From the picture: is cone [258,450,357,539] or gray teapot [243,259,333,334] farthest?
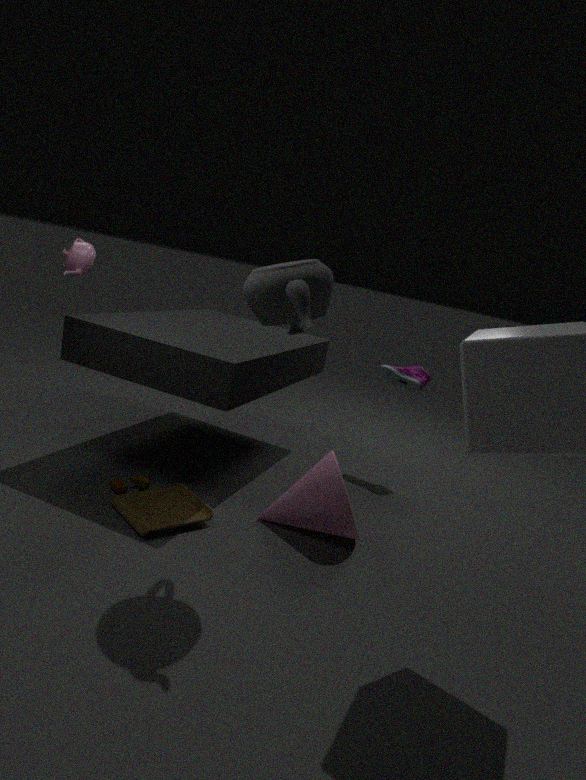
cone [258,450,357,539]
